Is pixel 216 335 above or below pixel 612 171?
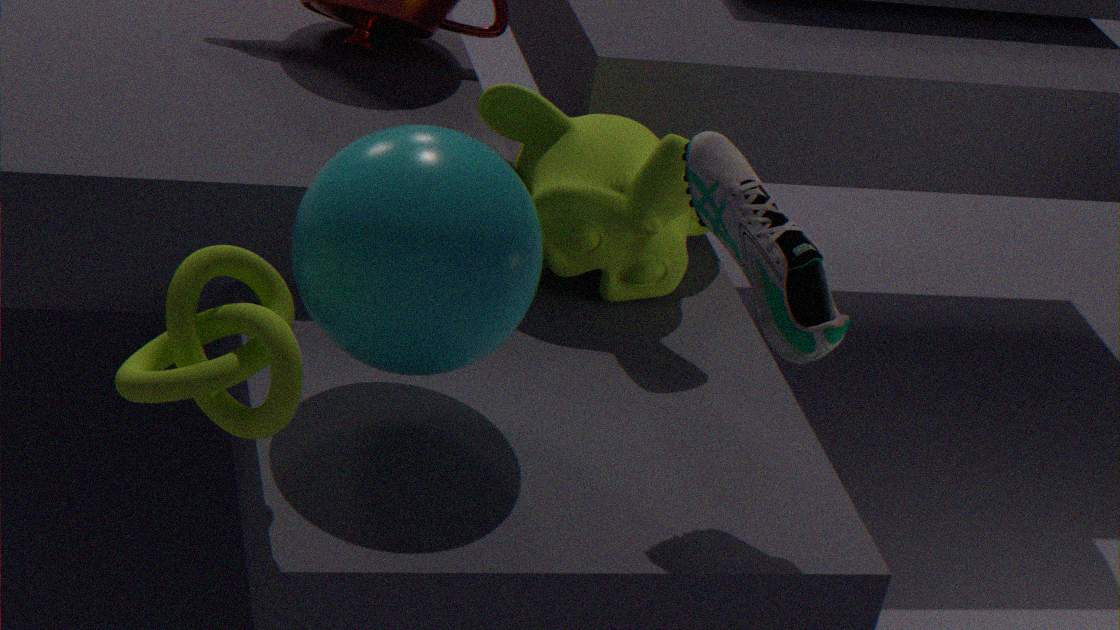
above
